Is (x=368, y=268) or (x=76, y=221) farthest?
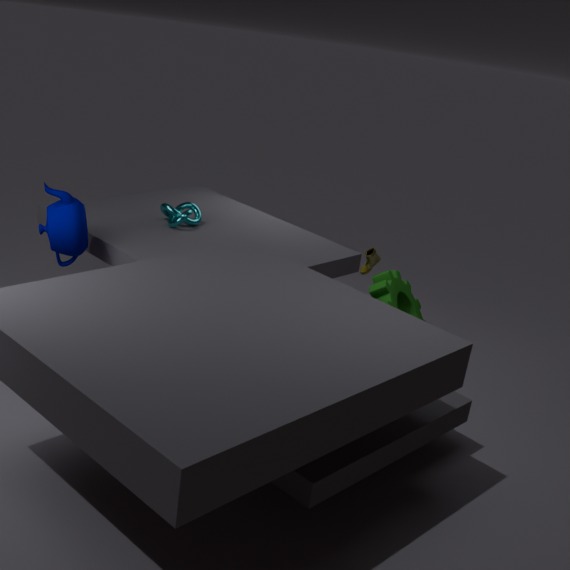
(x=368, y=268)
